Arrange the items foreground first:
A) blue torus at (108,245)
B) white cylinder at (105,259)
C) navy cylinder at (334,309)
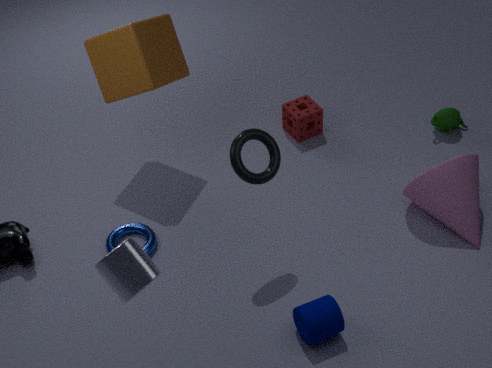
white cylinder at (105,259) → navy cylinder at (334,309) → blue torus at (108,245)
